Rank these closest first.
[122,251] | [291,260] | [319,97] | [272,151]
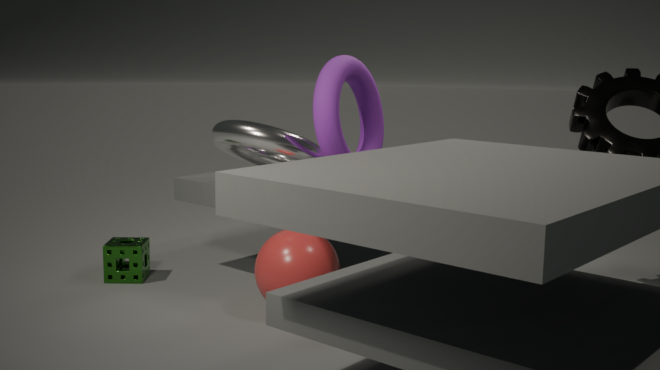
[291,260], [319,97], [272,151], [122,251]
